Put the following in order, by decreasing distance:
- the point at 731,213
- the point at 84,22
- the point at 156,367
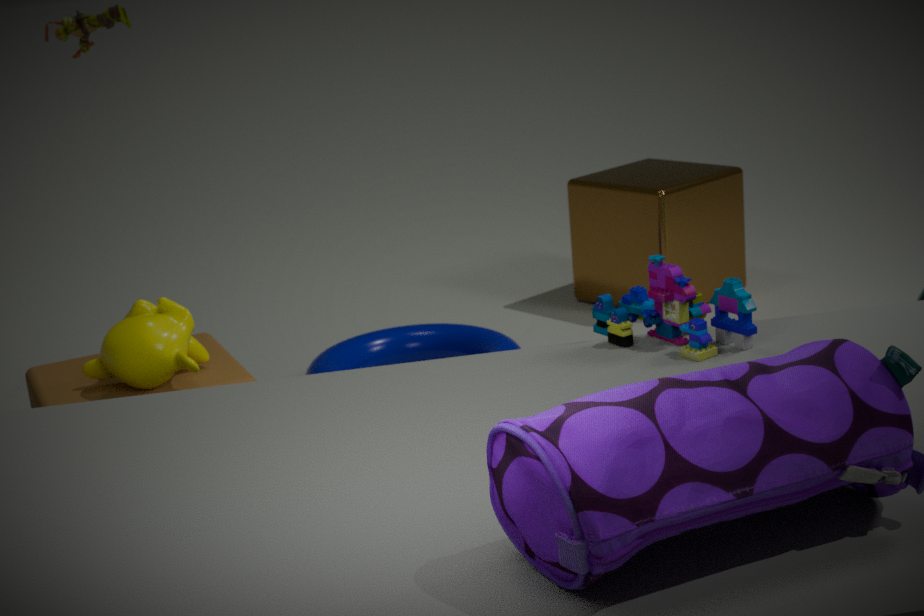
the point at 731,213
the point at 84,22
the point at 156,367
